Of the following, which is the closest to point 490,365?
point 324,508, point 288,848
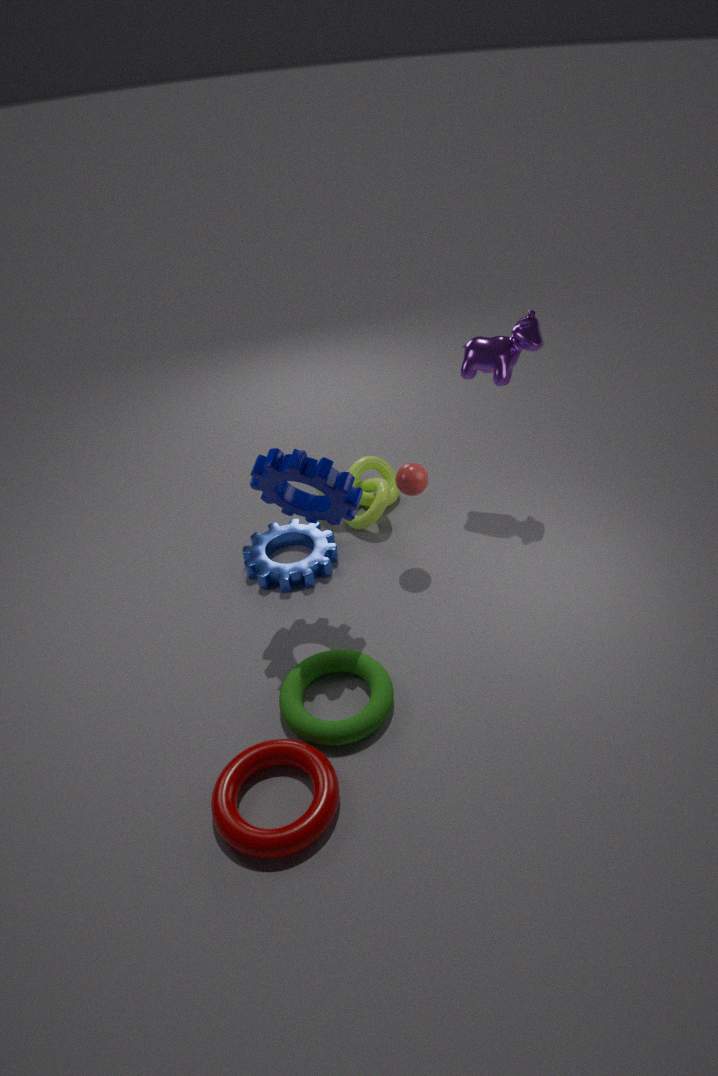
point 324,508
